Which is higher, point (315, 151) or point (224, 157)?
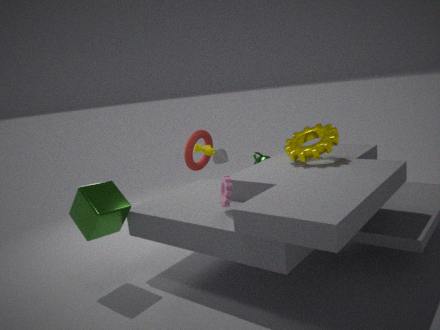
point (315, 151)
